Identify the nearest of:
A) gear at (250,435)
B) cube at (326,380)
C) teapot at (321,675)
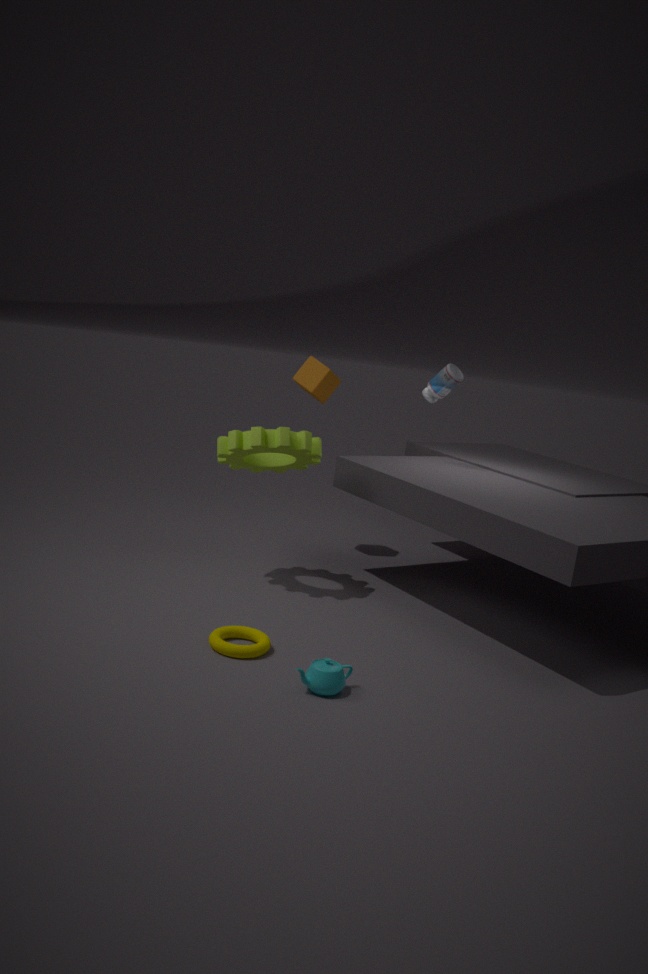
teapot at (321,675)
